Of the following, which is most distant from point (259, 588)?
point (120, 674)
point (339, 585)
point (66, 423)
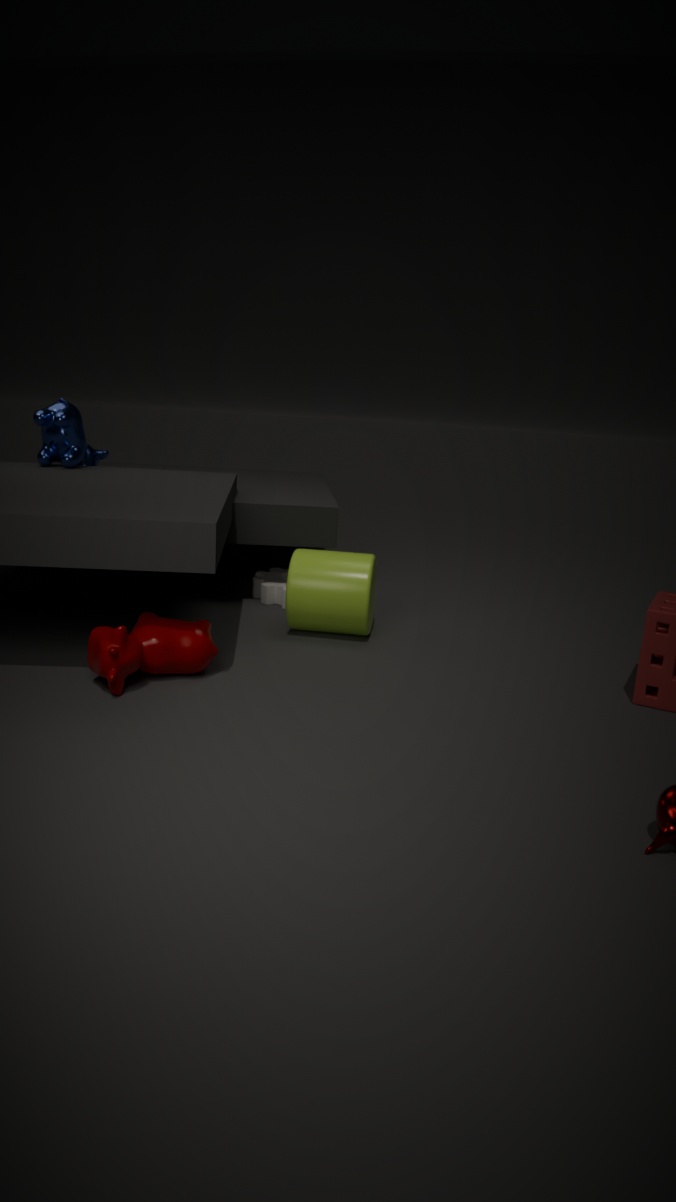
point (66, 423)
